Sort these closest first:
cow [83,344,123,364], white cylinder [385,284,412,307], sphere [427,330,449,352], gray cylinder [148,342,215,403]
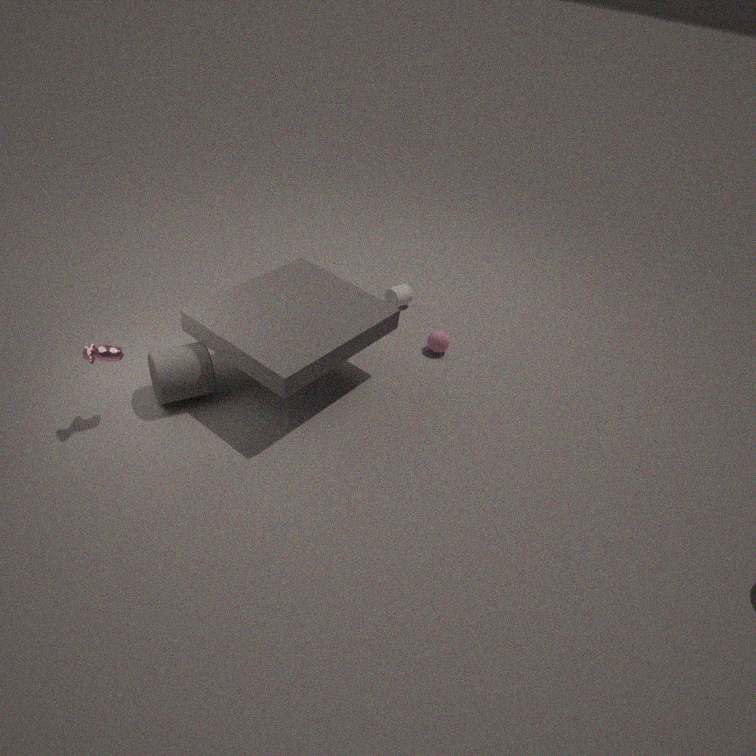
1. cow [83,344,123,364]
2. gray cylinder [148,342,215,403]
3. sphere [427,330,449,352]
4. white cylinder [385,284,412,307]
